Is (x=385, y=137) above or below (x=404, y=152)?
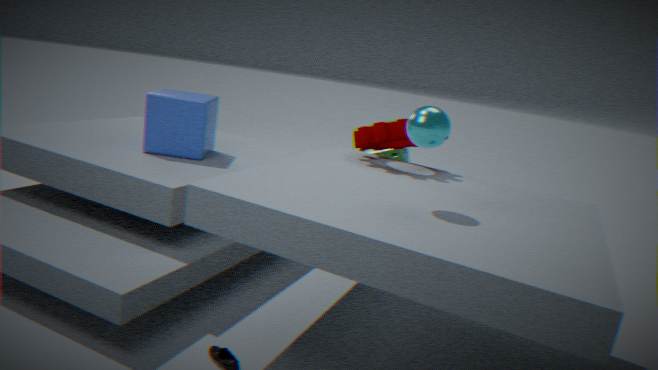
above
